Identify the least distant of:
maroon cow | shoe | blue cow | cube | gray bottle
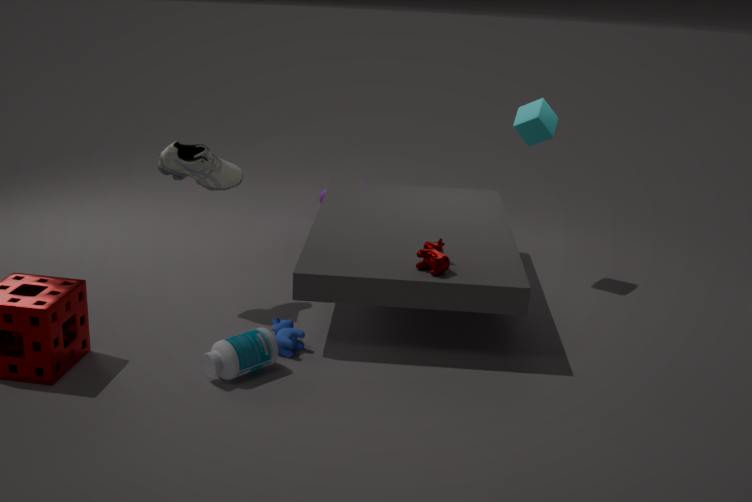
gray bottle
